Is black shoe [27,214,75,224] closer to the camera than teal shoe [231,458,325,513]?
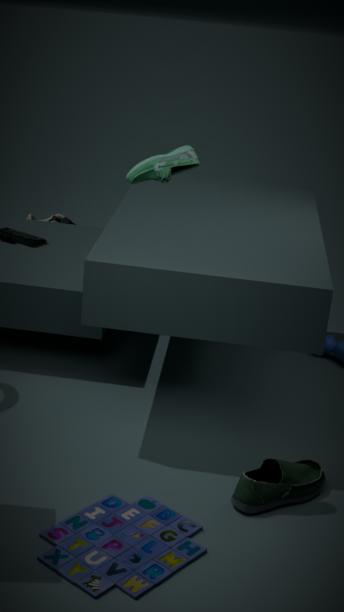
No
